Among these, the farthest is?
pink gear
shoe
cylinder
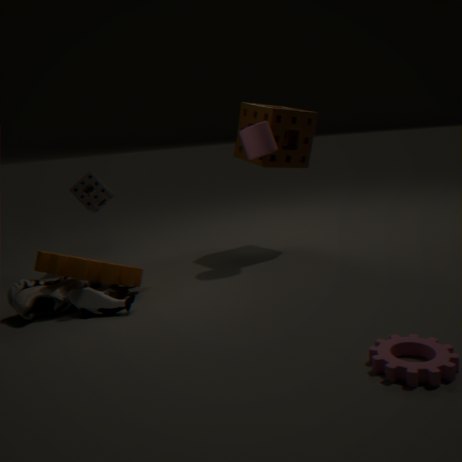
cylinder
